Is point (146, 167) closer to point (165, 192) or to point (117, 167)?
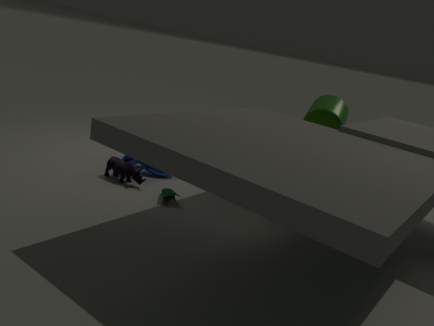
point (117, 167)
